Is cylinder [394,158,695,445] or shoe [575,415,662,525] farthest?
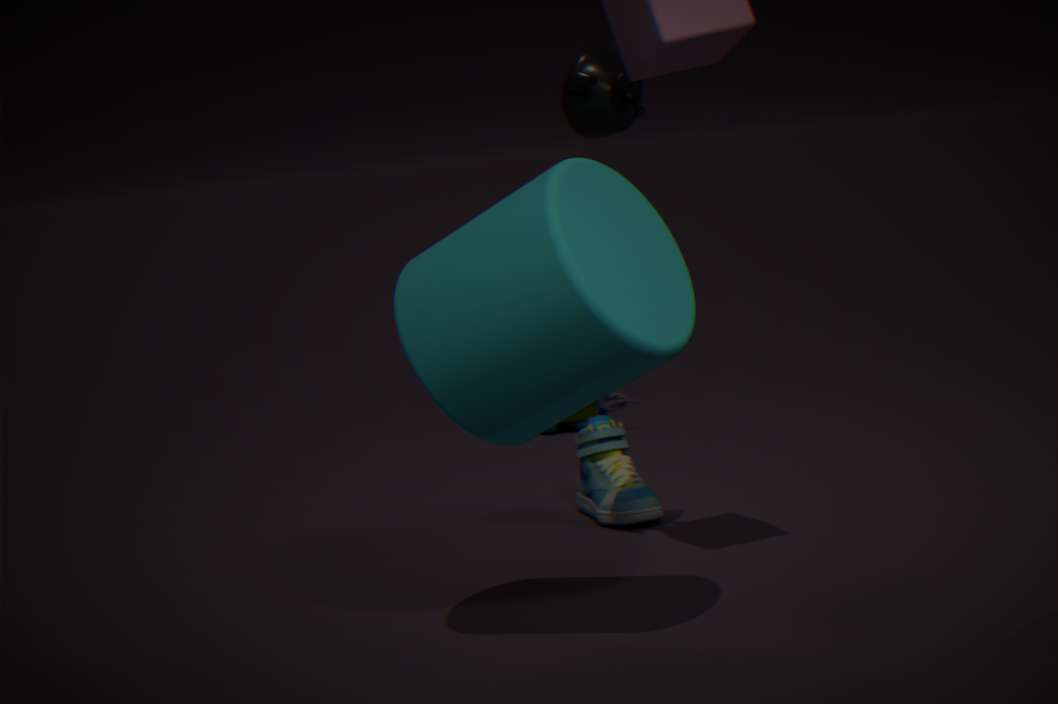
shoe [575,415,662,525]
